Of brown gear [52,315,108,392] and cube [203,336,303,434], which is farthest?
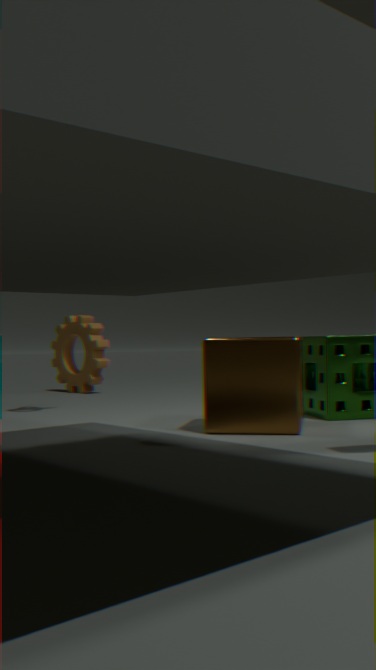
brown gear [52,315,108,392]
